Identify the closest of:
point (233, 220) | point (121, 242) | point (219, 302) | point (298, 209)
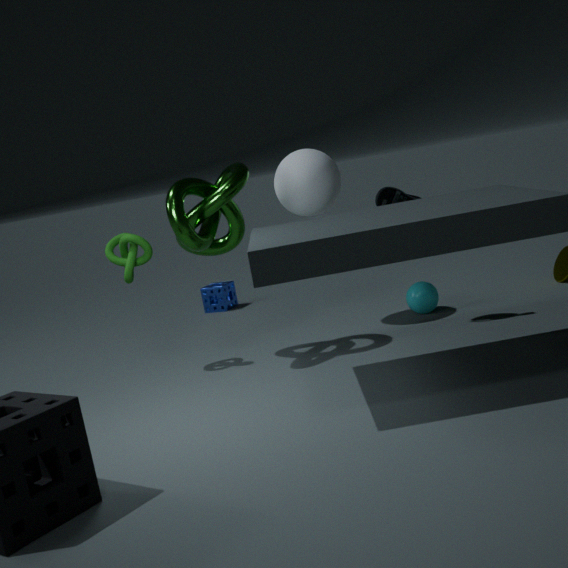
point (121, 242)
